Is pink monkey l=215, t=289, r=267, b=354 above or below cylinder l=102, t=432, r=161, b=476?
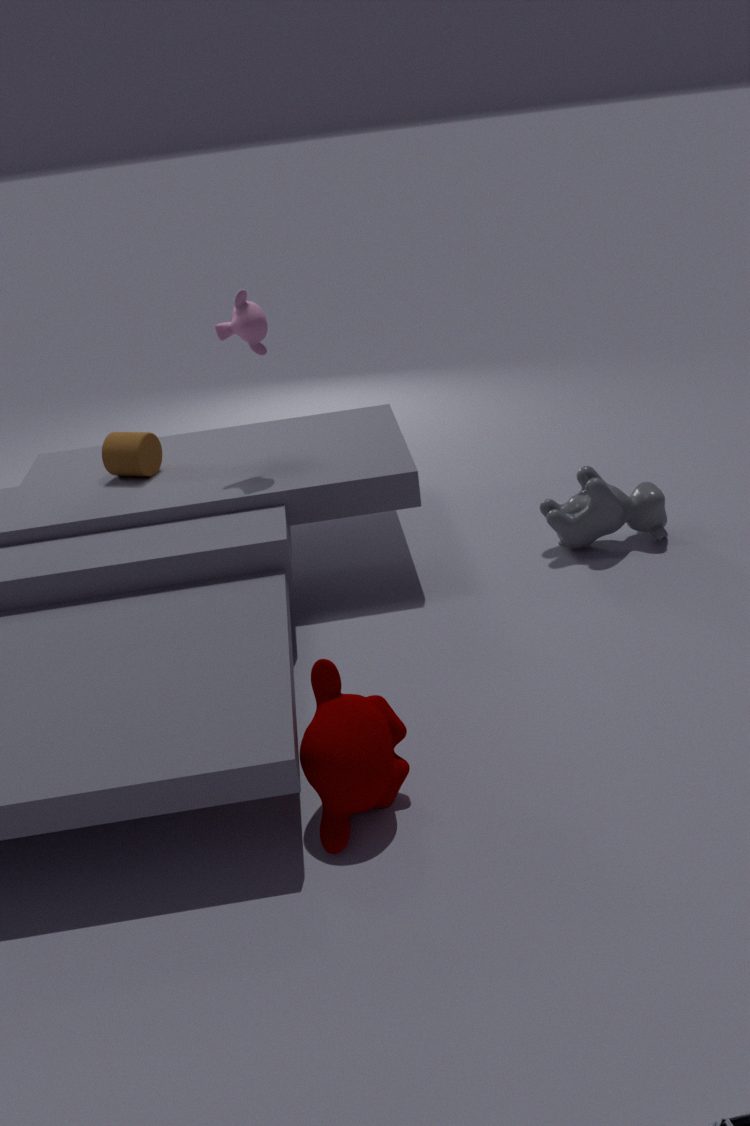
above
